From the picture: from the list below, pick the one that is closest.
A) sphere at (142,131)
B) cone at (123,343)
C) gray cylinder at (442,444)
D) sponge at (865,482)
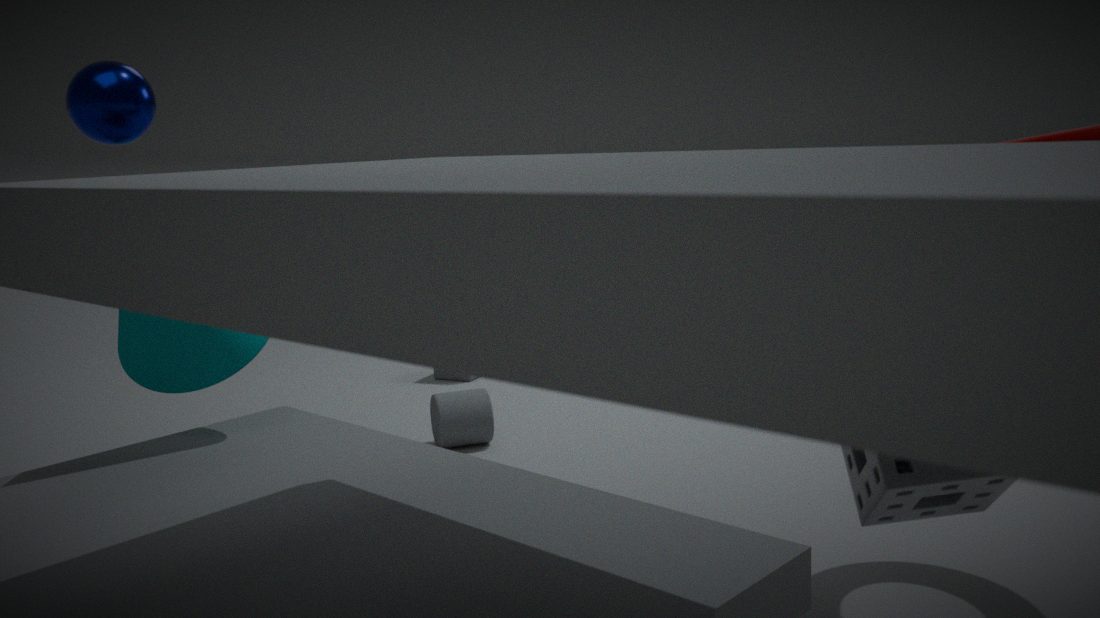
sponge at (865,482)
